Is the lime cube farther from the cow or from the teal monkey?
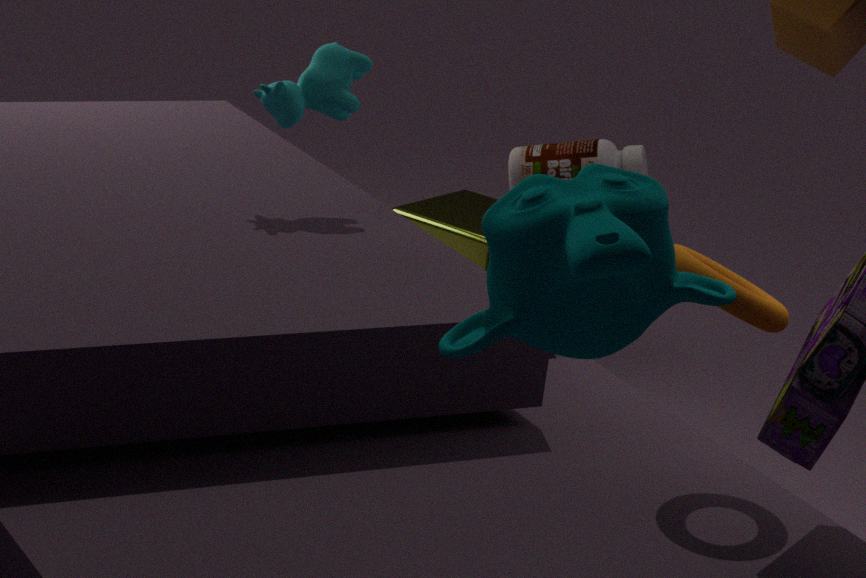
the teal monkey
